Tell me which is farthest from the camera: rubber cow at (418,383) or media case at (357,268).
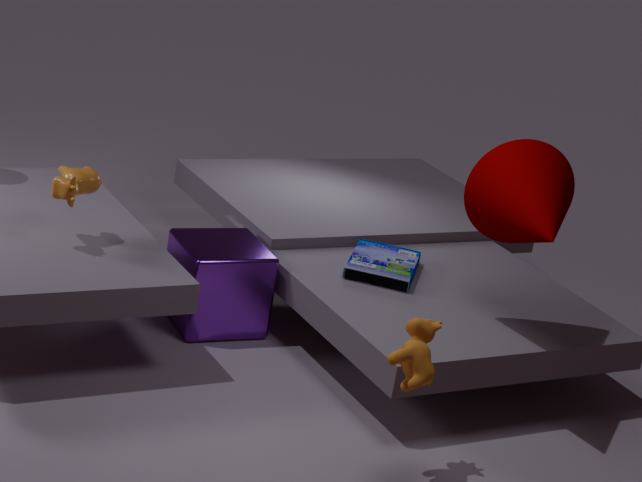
media case at (357,268)
